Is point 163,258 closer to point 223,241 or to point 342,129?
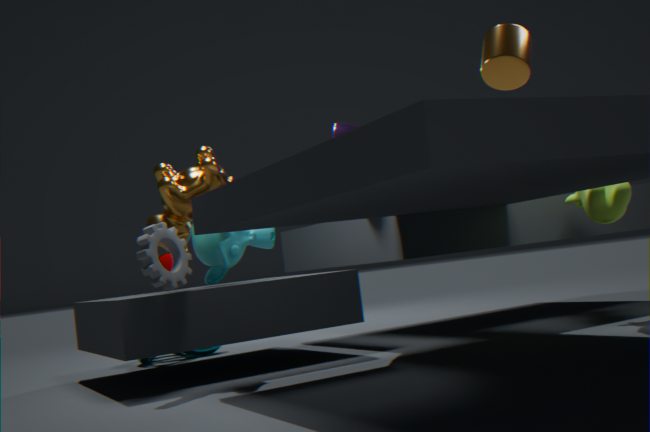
point 223,241
